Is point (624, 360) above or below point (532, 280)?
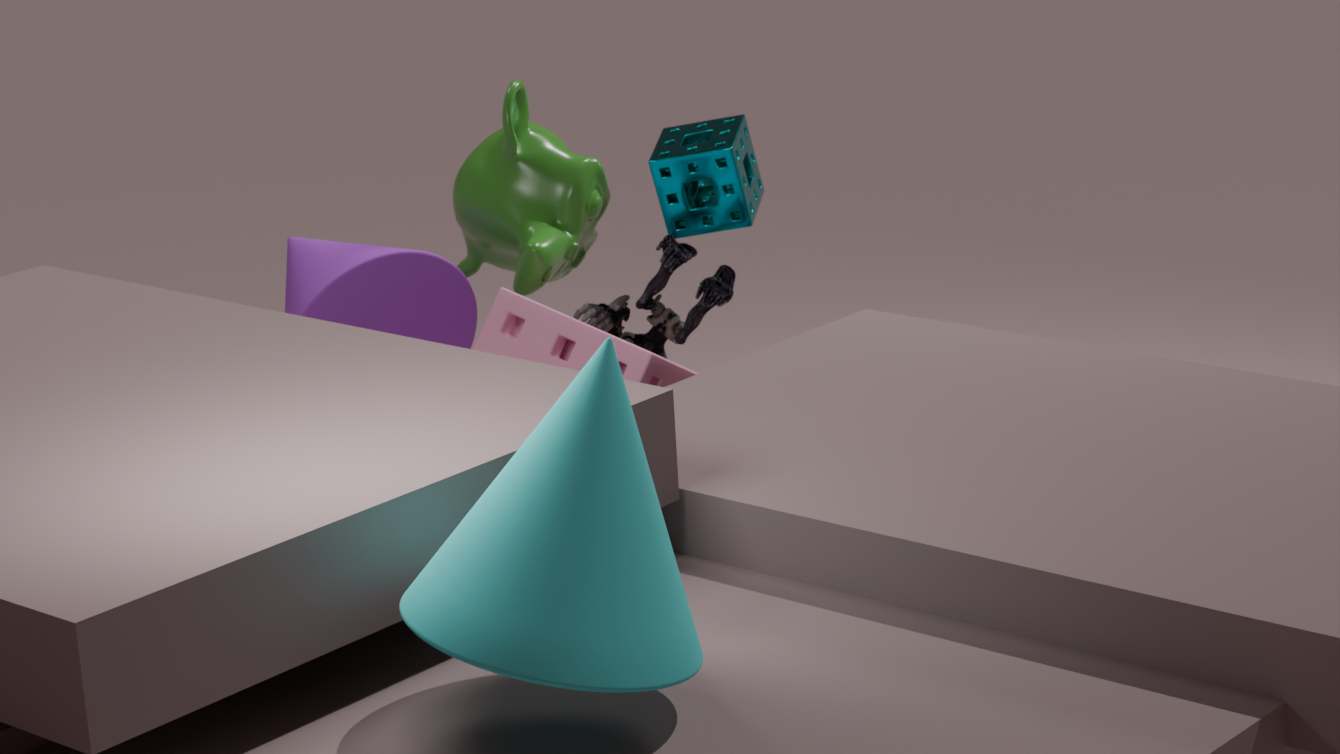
below
